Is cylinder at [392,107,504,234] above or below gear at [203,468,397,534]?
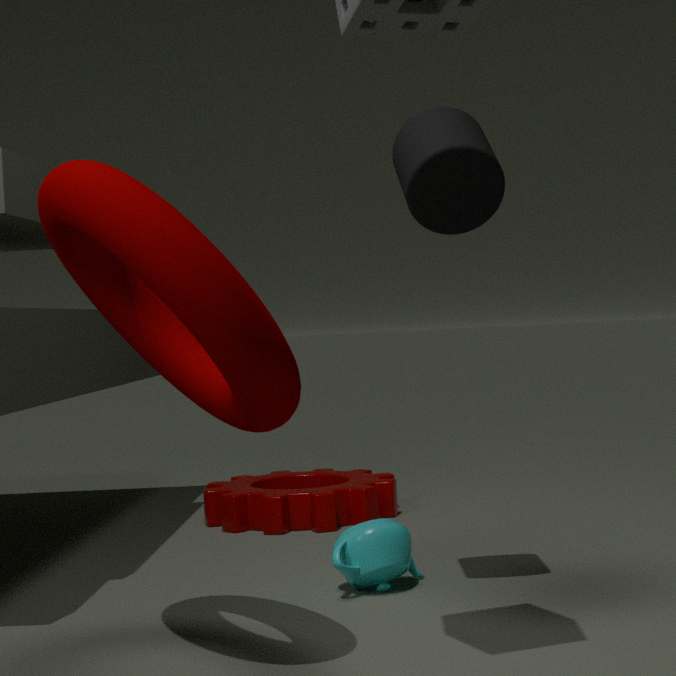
above
